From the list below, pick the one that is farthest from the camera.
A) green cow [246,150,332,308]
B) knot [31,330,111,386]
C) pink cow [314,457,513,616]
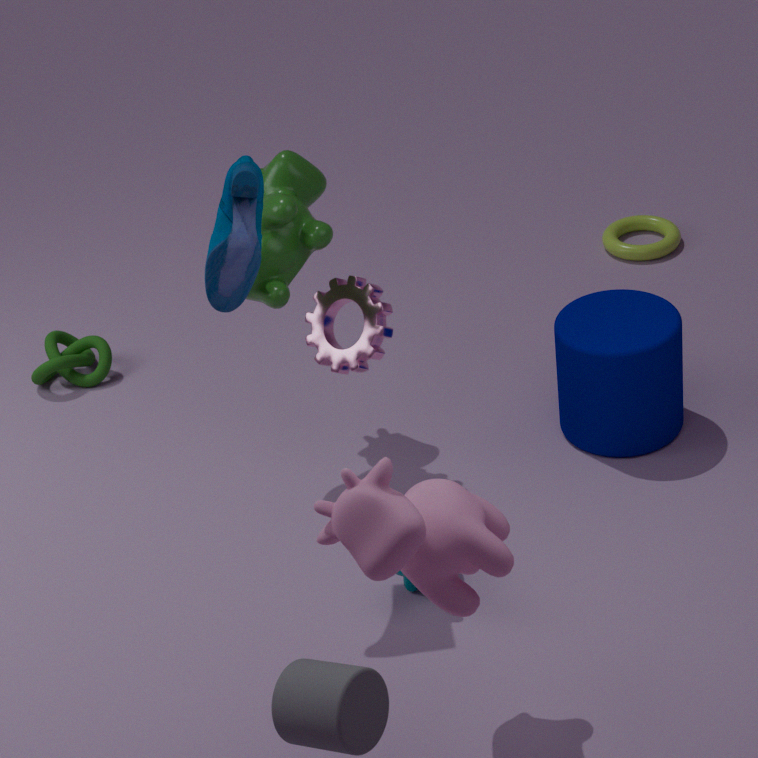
knot [31,330,111,386]
